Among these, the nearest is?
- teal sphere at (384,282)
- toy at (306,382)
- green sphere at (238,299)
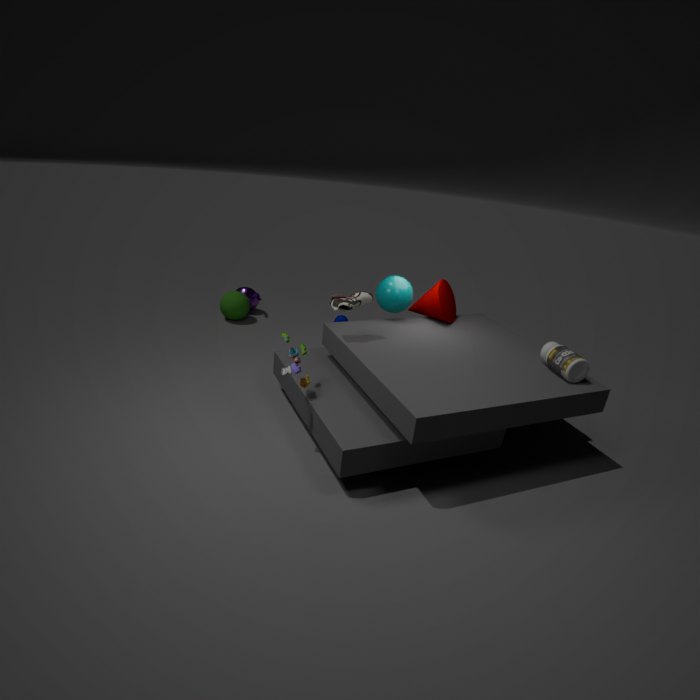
toy at (306,382)
